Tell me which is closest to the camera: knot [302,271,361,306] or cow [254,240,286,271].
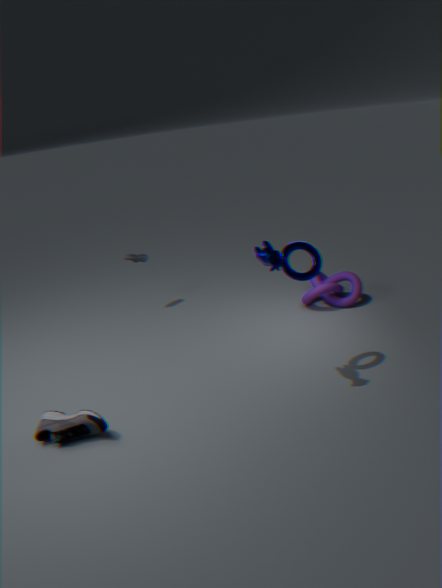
cow [254,240,286,271]
